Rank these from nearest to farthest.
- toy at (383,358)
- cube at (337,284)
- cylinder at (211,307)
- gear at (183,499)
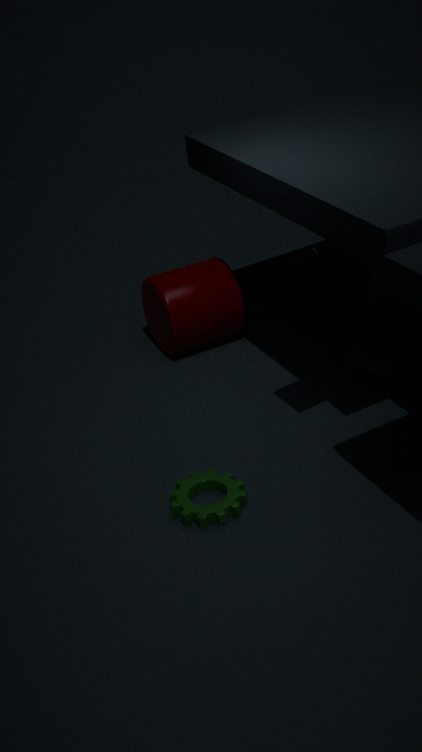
cube at (337,284) → gear at (183,499) → toy at (383,358) → cylinder at (211,307)
